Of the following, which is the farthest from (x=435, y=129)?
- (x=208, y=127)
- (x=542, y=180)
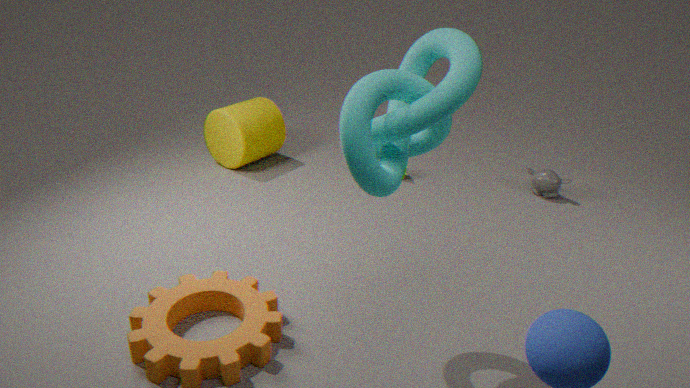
(x=208, y=127)
